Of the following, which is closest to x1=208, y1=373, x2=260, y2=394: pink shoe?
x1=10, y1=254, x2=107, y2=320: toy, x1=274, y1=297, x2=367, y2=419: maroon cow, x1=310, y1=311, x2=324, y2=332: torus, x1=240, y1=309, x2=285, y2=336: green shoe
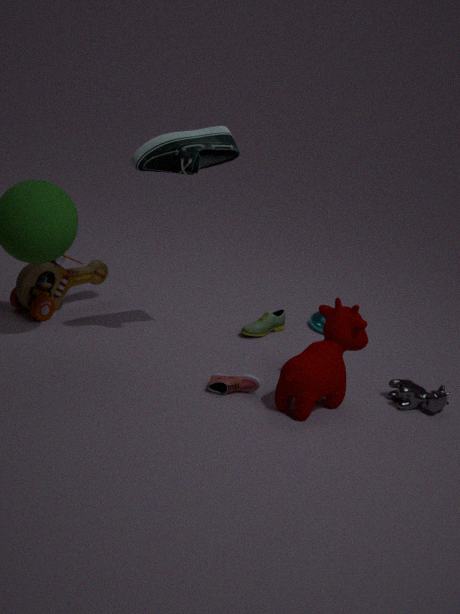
x1=274, y1=297, x2=367, y2=419: maroon cow
